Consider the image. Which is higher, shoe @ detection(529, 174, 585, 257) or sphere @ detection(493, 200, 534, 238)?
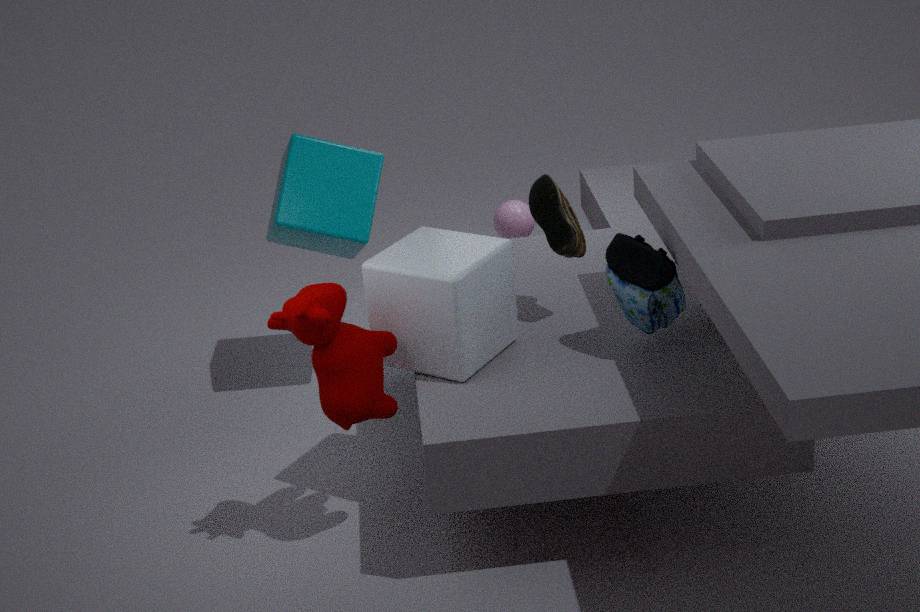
shoe @ detection(529, 174, 585, 257)
